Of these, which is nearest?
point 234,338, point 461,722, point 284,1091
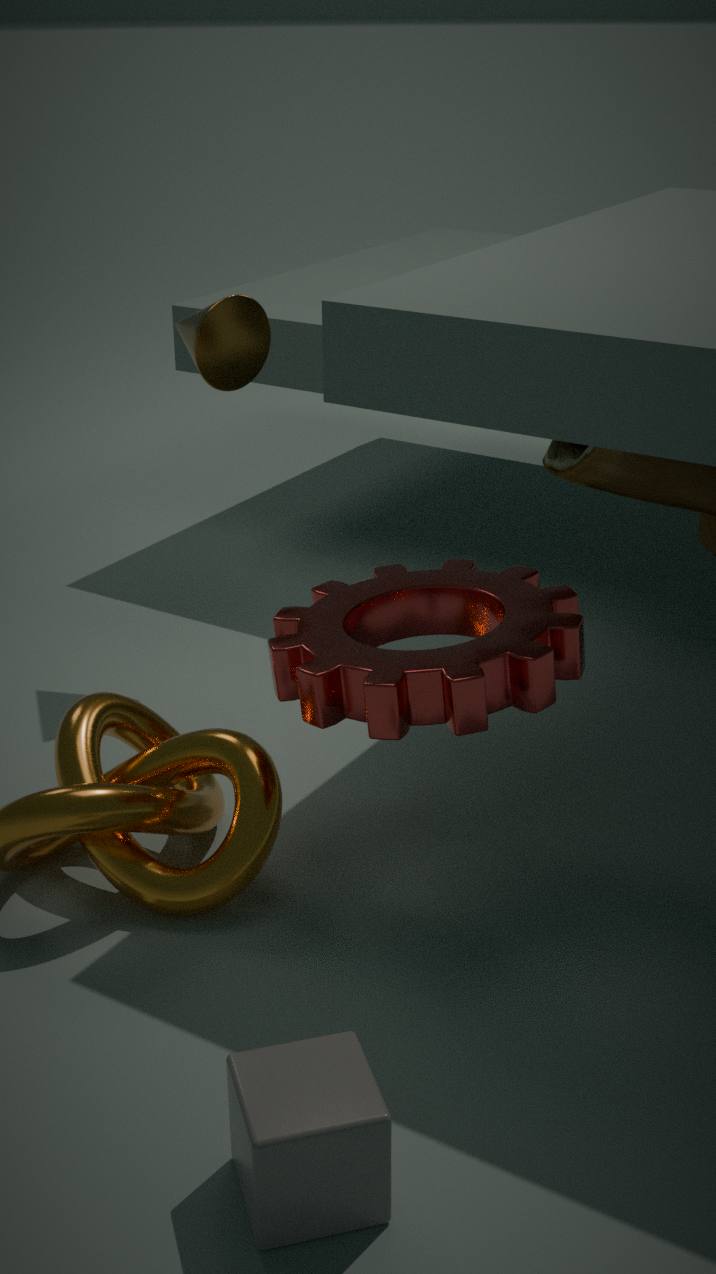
point 284,1091
